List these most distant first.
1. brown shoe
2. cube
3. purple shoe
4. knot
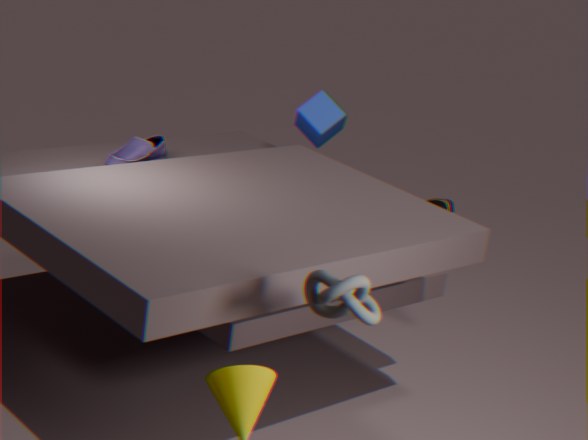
brown shoe
cube
purple shoe
knot
